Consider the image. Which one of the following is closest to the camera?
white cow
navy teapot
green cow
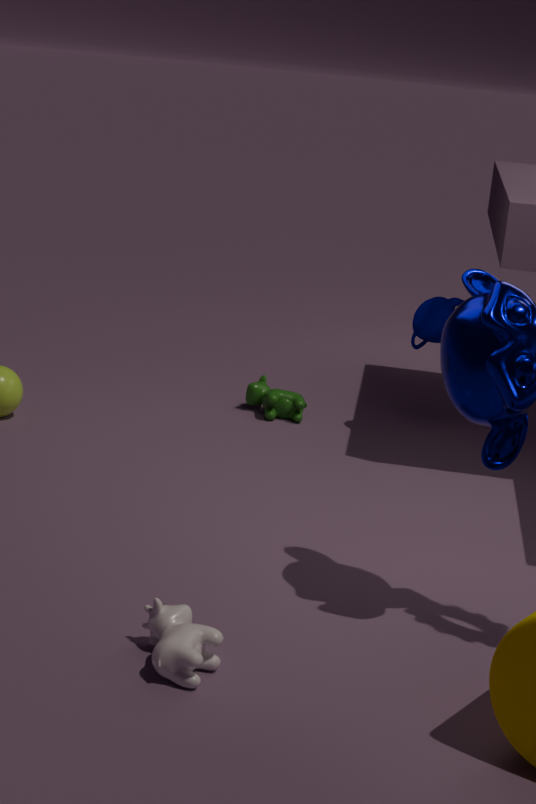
white cow
